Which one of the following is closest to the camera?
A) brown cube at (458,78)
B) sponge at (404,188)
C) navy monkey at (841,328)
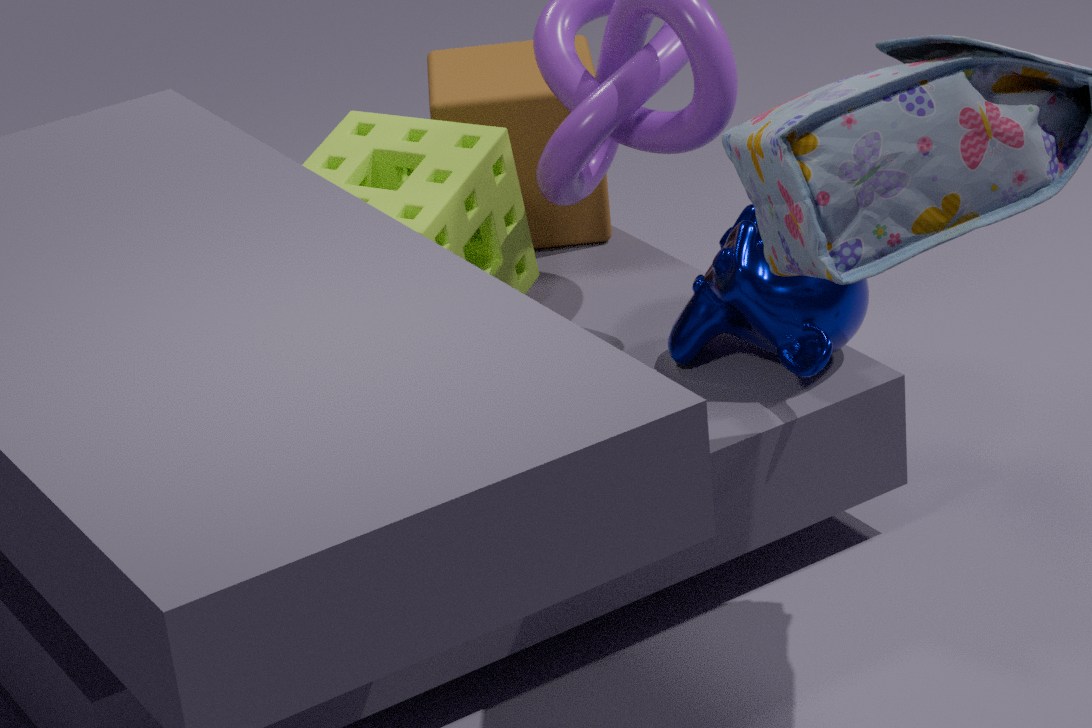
navy monkey at (841,328)
